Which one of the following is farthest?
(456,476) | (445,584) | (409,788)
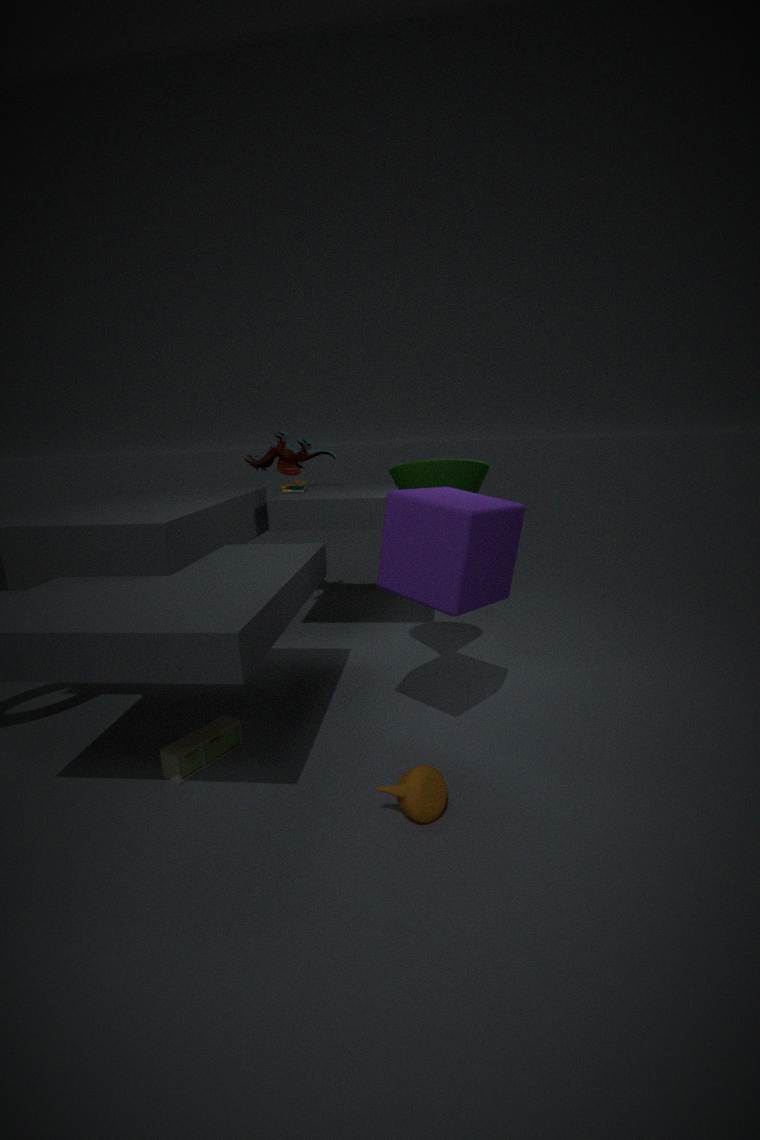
(456,476)
